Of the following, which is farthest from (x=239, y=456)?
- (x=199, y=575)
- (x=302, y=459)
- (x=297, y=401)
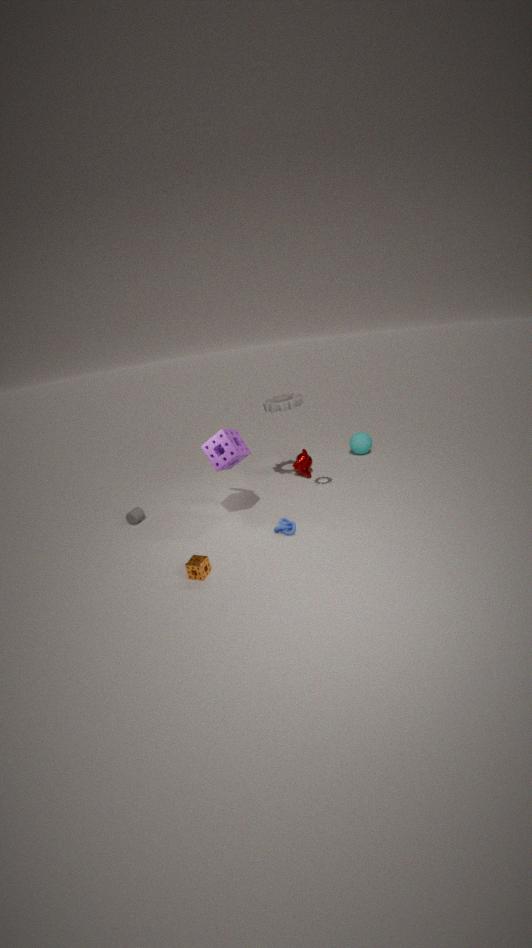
(x=302, y=459)
